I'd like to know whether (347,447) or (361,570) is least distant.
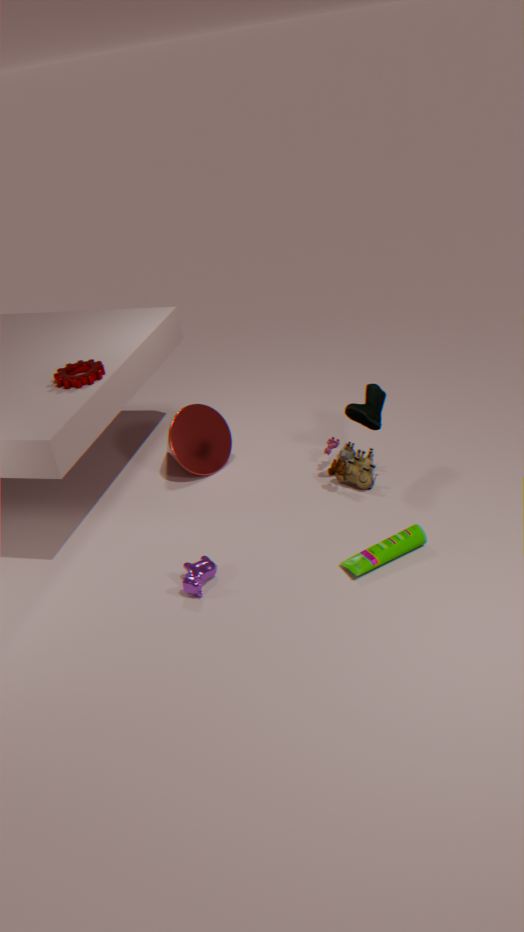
(361,570)
